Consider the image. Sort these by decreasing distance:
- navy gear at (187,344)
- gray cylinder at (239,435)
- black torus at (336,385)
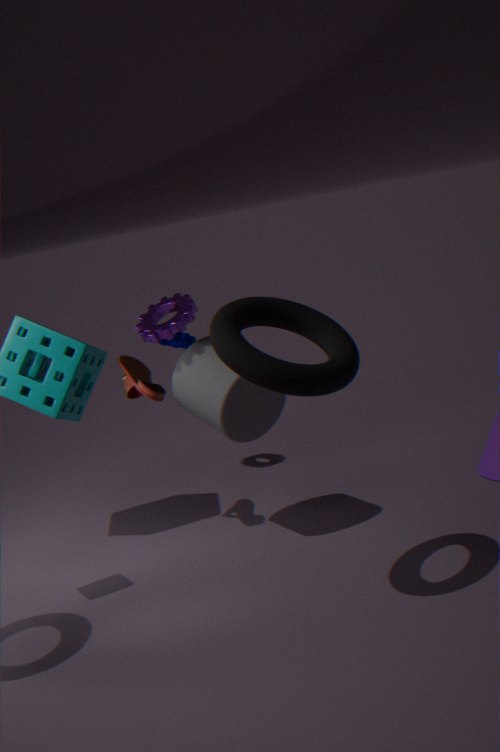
navy gear at (187,344) → gray cylinder at (239,435) → black torus at (336,385)
